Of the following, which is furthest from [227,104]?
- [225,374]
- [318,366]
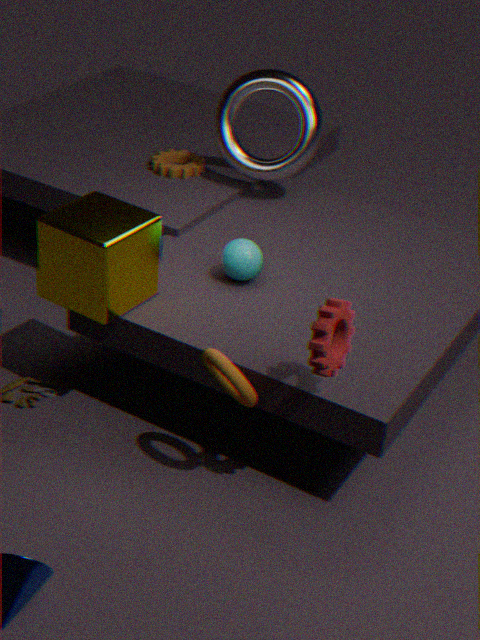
[318,366]
